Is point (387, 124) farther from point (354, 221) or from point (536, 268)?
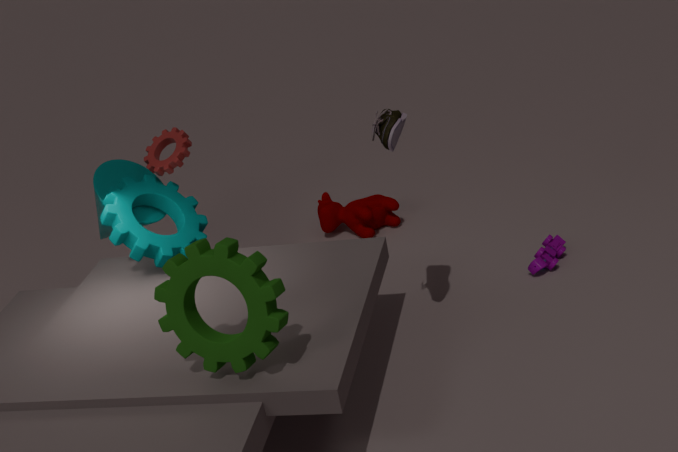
point (354, 221)
